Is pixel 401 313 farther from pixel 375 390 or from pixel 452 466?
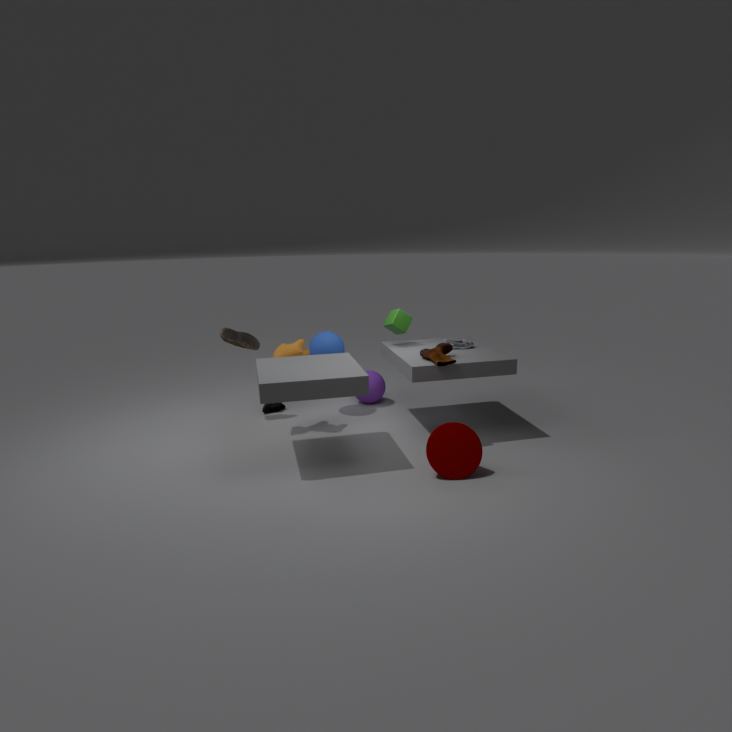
pixel 452 466
